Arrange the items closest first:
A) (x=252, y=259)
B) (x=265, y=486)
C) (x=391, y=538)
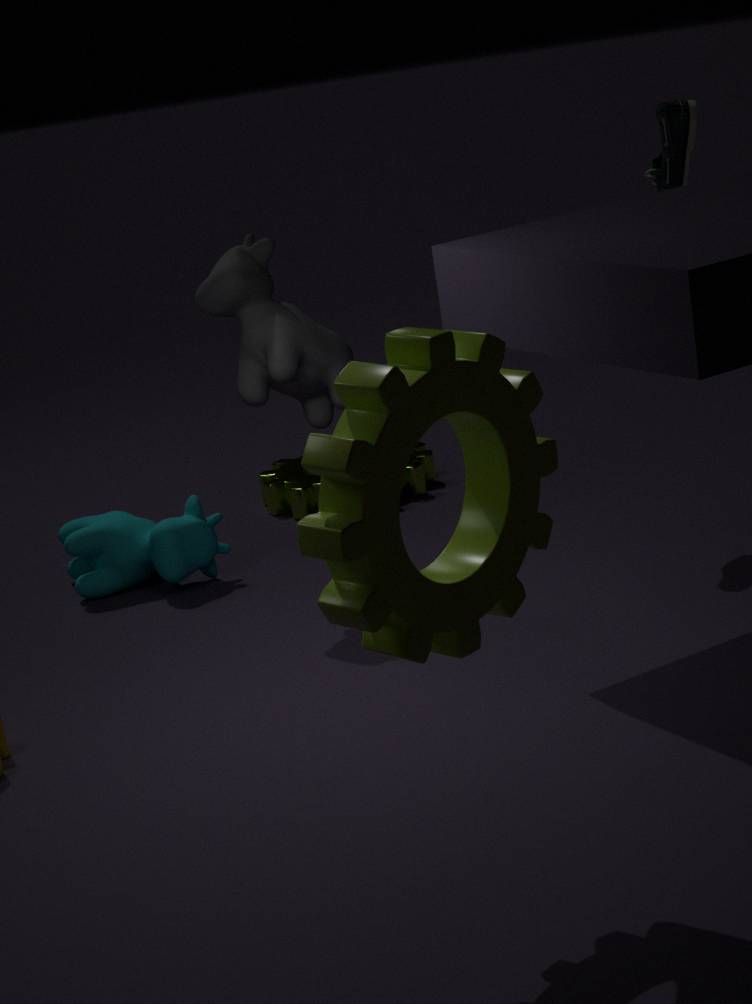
(x=391, y=538)
(x=252, y=259)
(x=265, y=486)
